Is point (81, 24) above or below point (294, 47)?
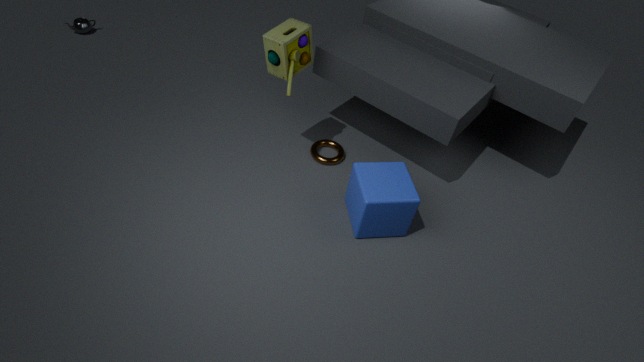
below
